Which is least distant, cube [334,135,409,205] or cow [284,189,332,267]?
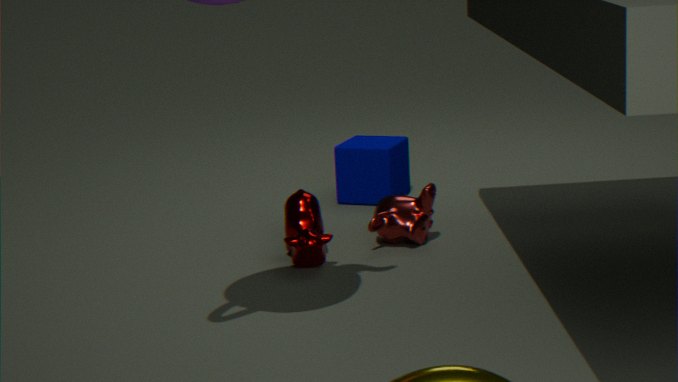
cow [284,189,332,267]
